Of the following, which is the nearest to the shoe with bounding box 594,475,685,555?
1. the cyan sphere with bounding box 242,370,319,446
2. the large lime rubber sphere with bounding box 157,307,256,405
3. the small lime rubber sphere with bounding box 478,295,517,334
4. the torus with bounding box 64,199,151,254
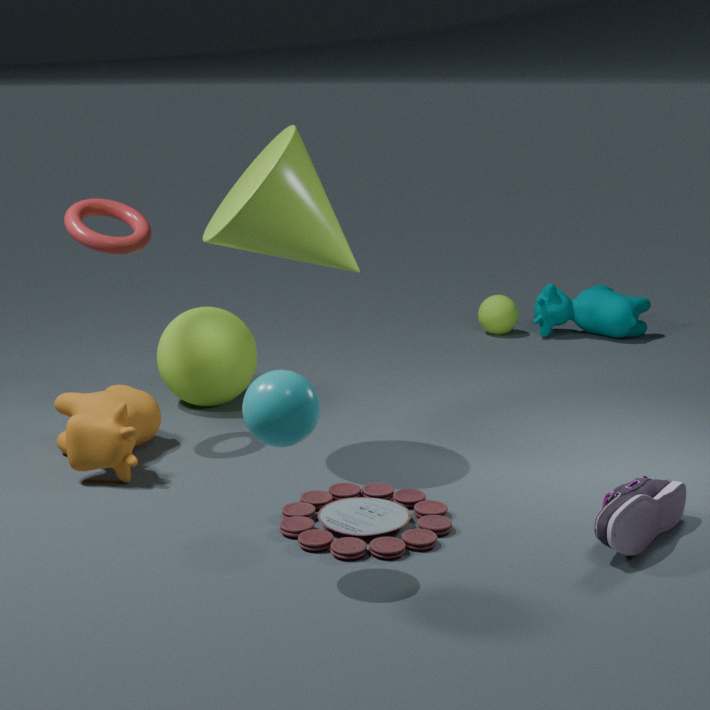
the cyan sphere with bounding box 242,370,319,446
